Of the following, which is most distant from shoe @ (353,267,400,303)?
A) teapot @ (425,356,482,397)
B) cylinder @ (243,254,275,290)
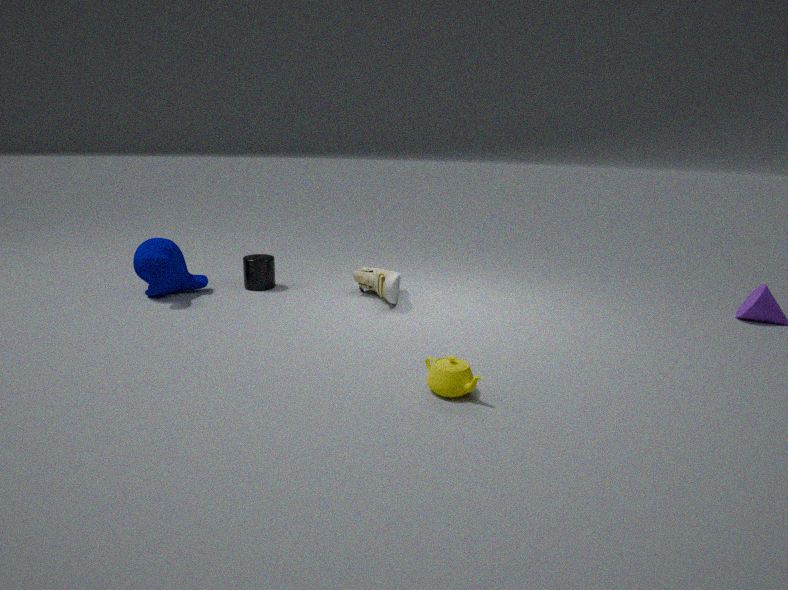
teapot @ (425,356,482,397)
